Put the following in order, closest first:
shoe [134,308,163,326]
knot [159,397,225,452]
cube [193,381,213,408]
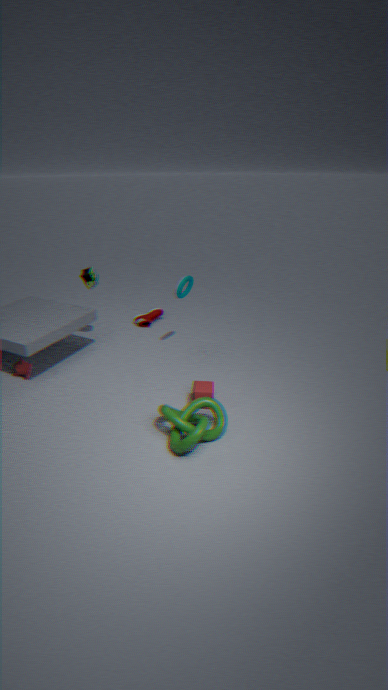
knot [159,397,225,452] < cube [193,381,213,408] < shoe [134,308,163,326]
